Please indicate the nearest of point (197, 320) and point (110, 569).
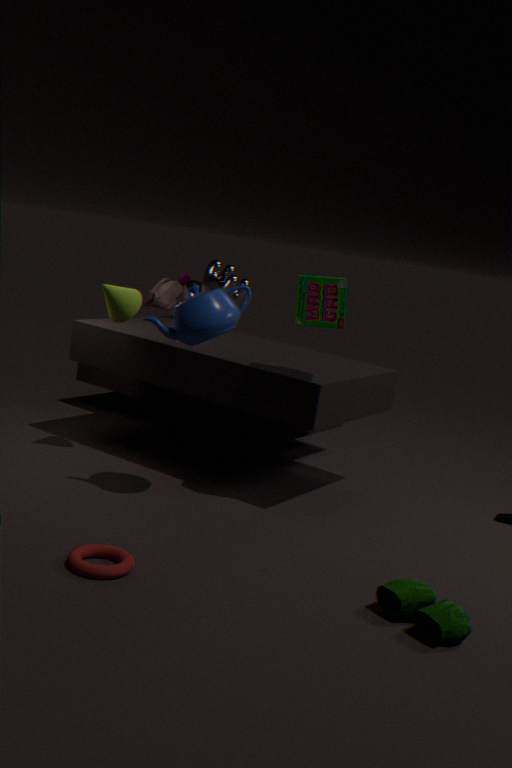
point (110, 569)
